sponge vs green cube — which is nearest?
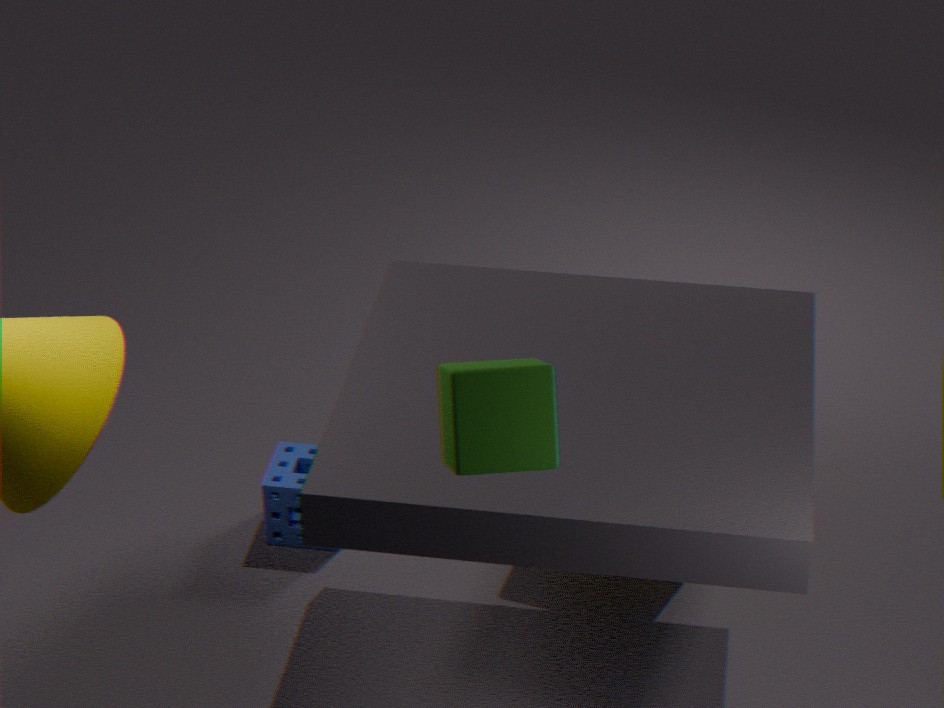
green cube
